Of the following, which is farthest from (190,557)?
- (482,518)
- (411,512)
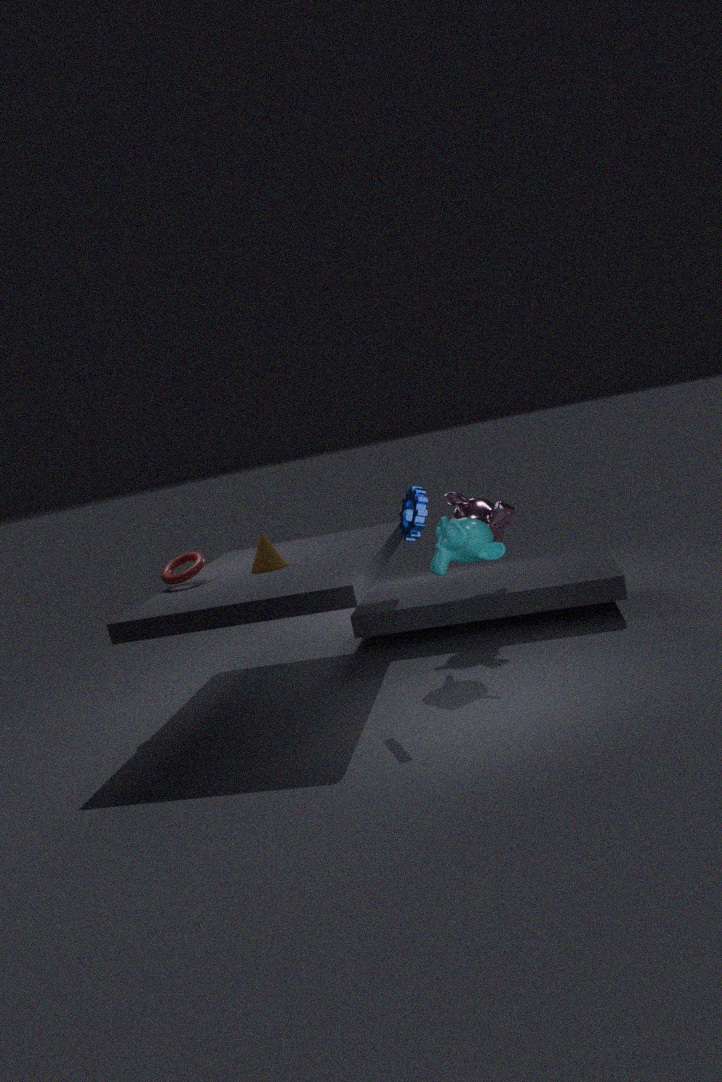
(482,518)
